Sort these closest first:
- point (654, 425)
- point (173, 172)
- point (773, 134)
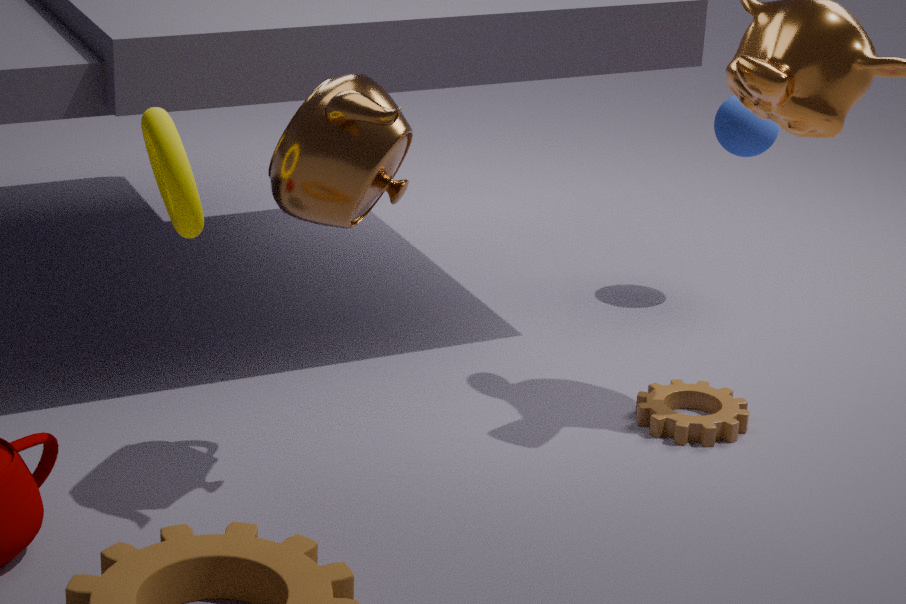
point (173, 172)
point (654, 425)
point (773, 134)
